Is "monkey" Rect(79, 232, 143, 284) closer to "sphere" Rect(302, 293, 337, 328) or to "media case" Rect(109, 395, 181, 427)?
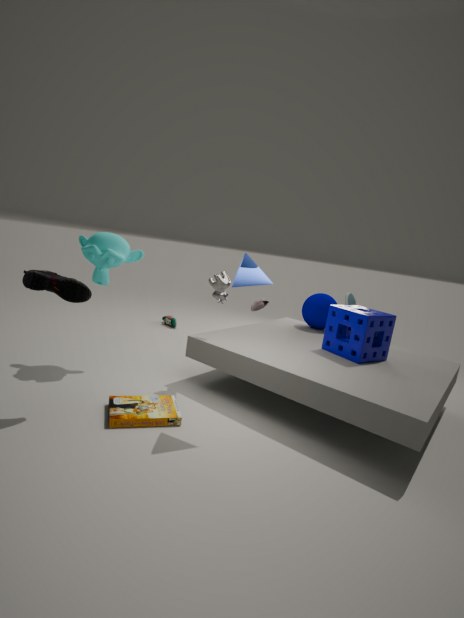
"media case" Rect(109, 395, 181, 427)
